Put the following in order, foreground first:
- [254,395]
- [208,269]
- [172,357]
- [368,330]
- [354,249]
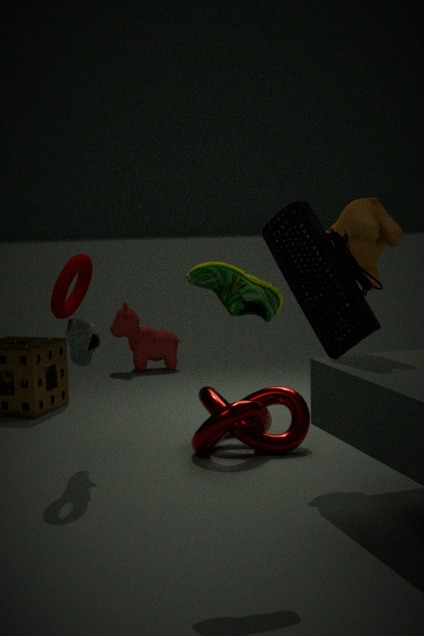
[368,330]
[208,269]
[354,249]
[254,395]
[172,357]
